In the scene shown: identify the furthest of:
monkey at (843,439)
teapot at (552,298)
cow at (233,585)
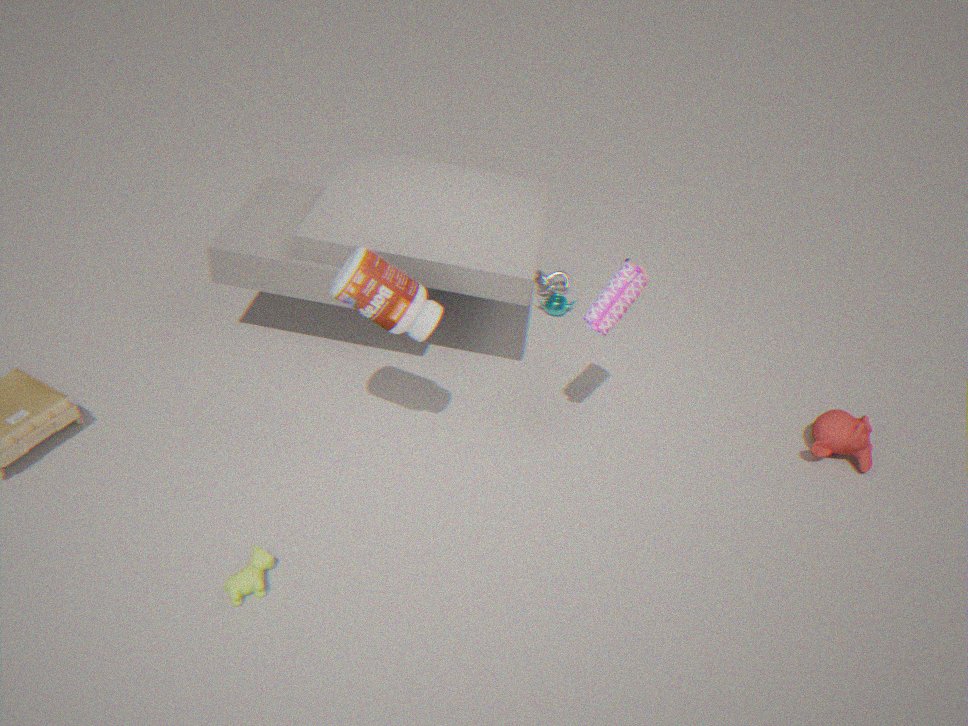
teapot at (552,298)
